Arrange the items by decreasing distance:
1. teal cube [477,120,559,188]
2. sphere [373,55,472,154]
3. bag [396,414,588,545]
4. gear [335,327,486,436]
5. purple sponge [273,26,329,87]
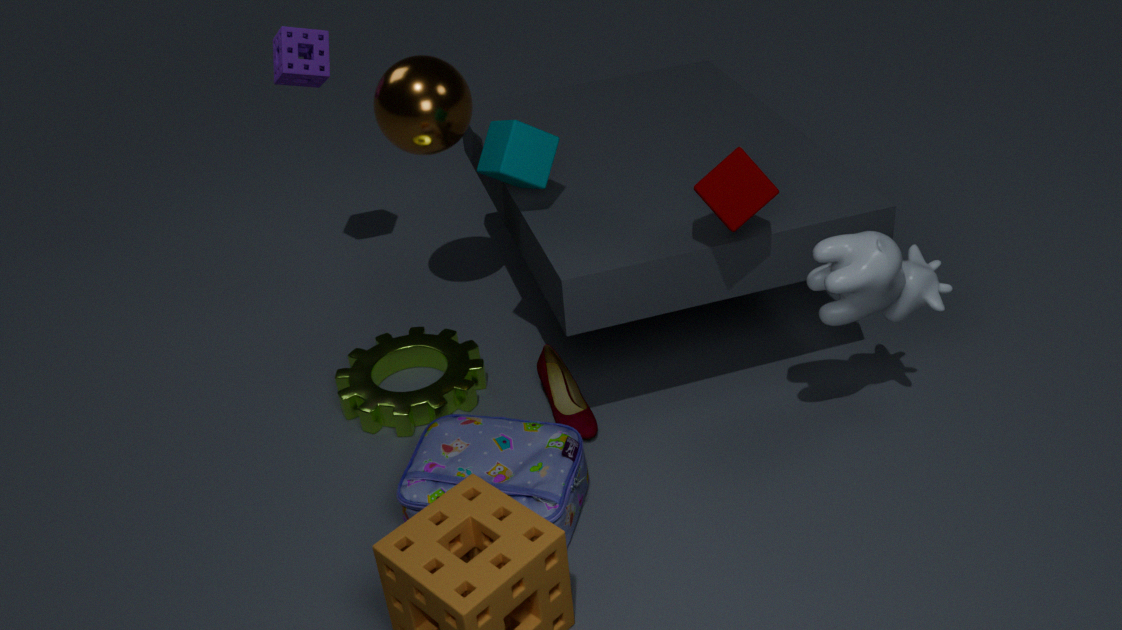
purple sponge [273,26,329,87], gear [335,327,486,436], sphere [373,55,472,154], teal cube [477,120,559,188], bag [396,414,588,545]
